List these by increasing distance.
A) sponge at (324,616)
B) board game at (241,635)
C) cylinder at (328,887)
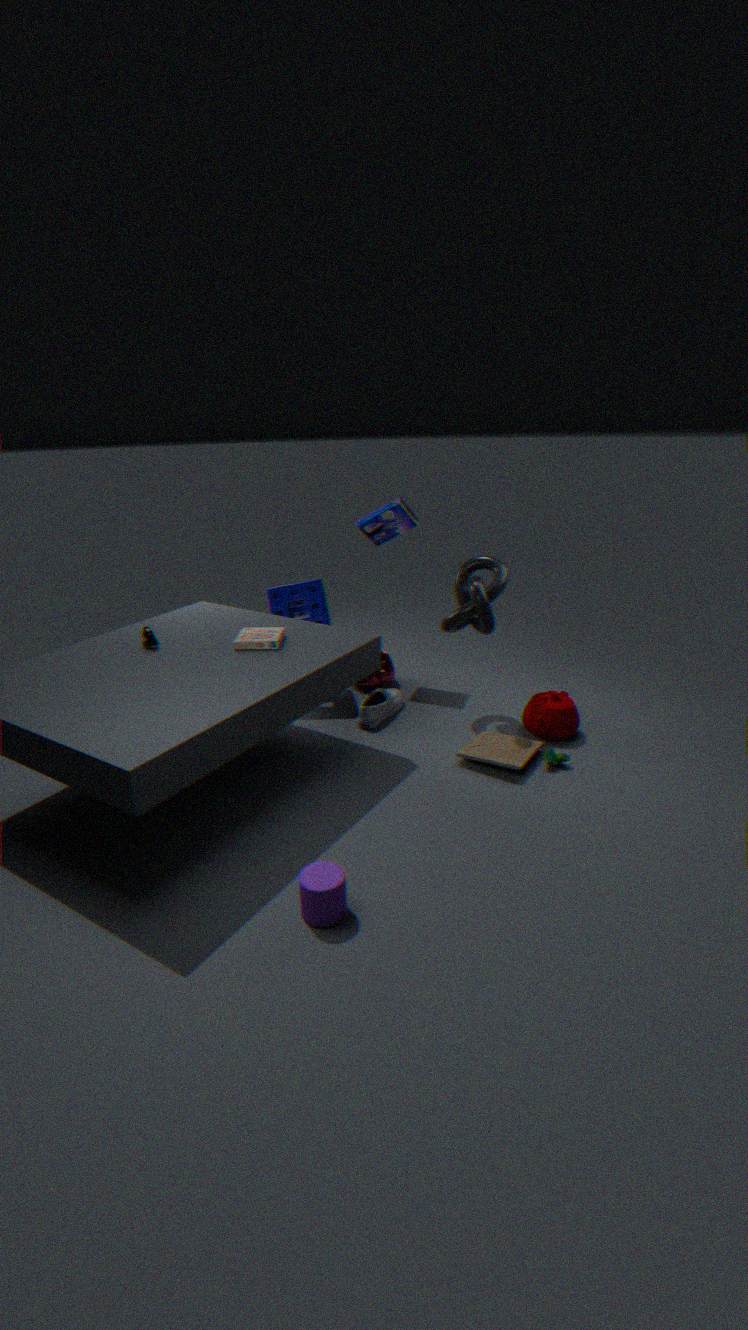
1. cylinder at (328,887)
2. board game at (241,635)
3. sponge at (324,616)
